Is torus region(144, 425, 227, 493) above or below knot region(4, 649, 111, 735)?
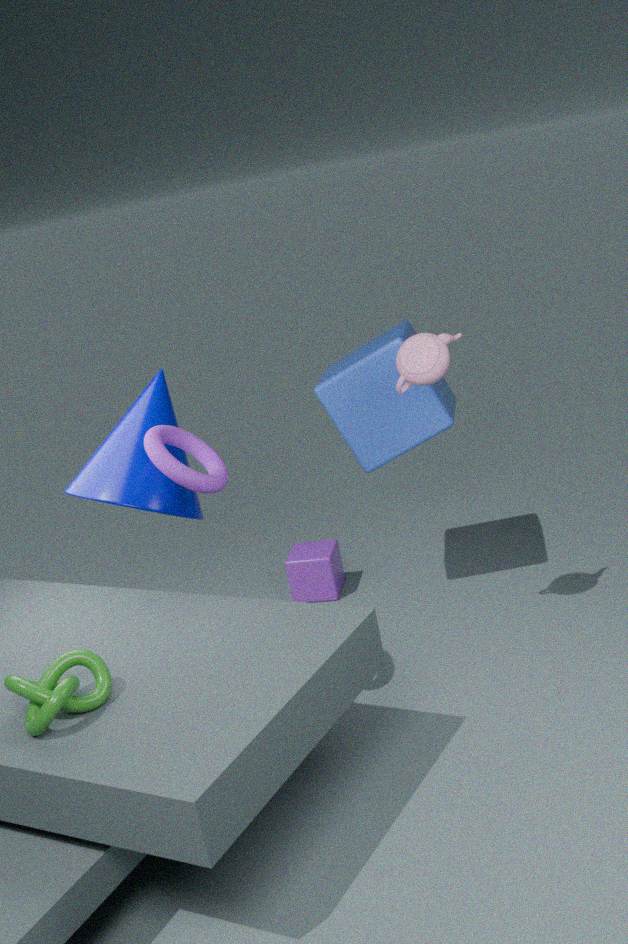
above
